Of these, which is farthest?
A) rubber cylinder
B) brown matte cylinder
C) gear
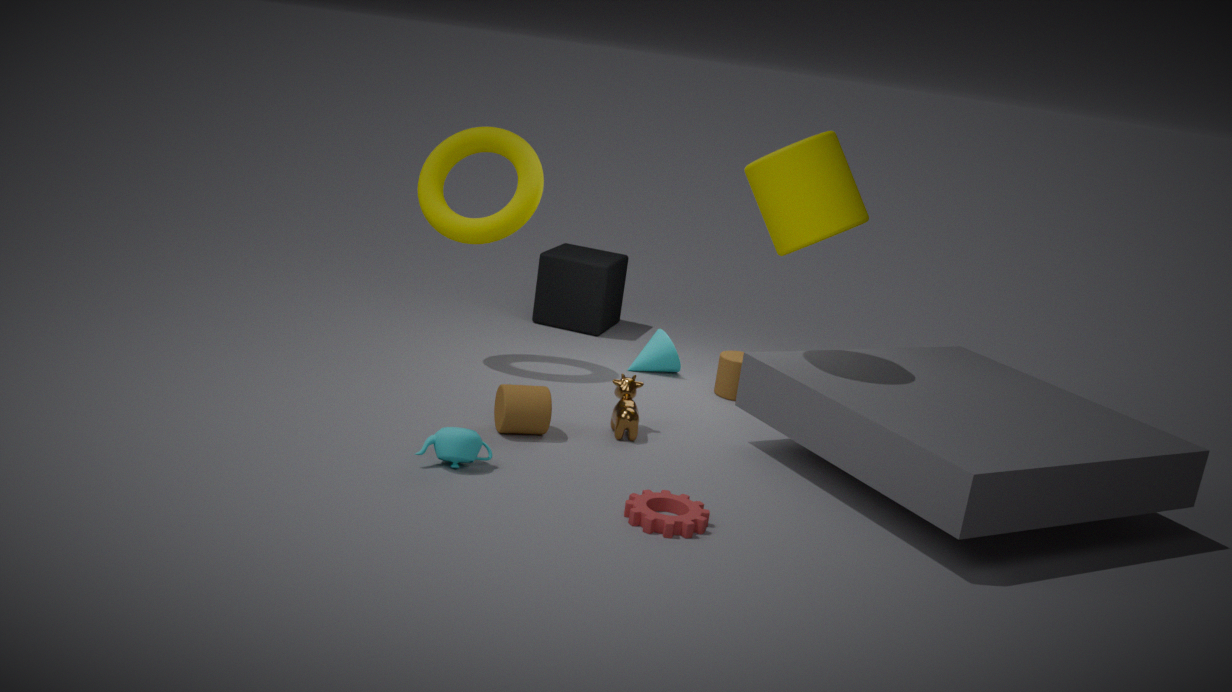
rubber cylinder
